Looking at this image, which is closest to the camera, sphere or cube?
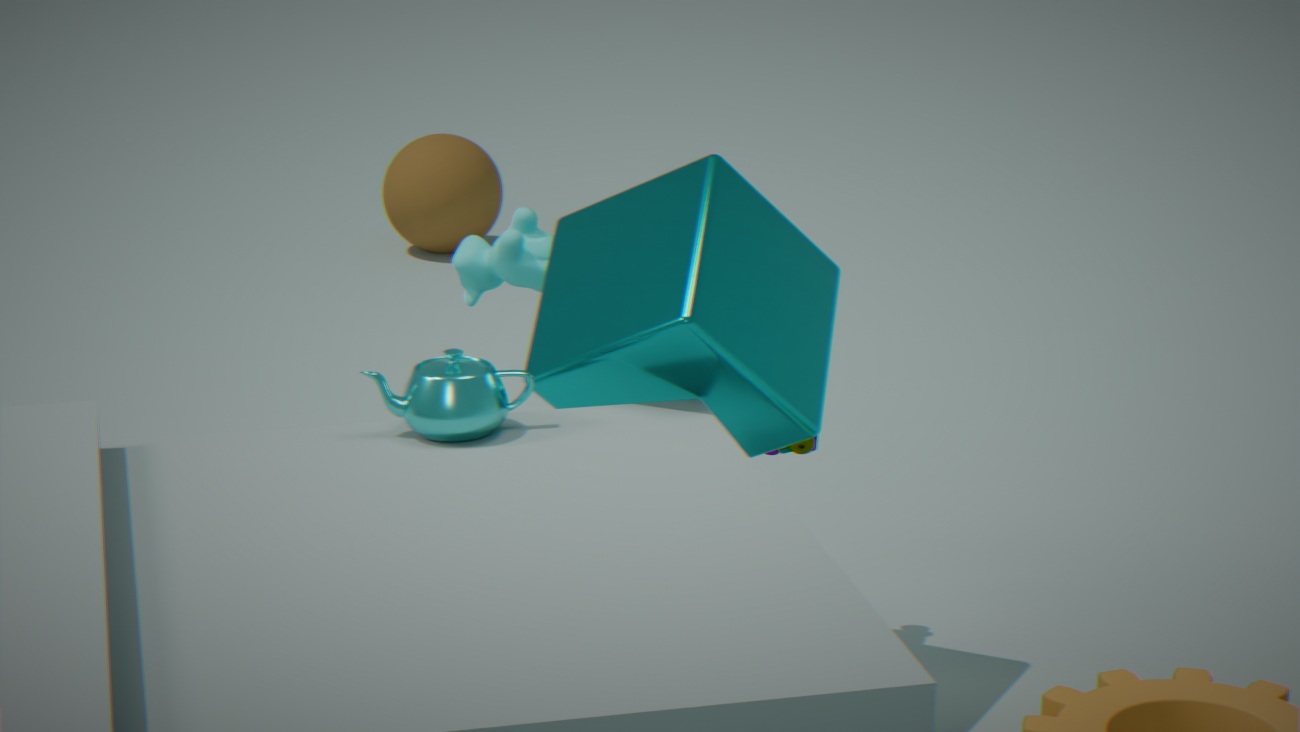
cube
